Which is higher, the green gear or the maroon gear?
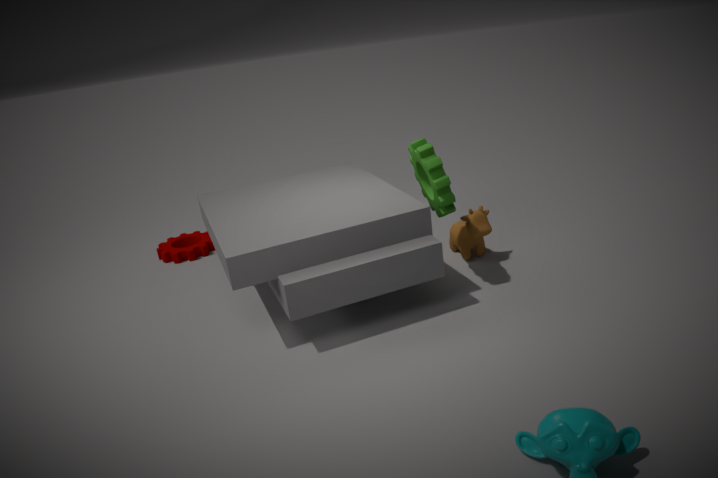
the green gear
